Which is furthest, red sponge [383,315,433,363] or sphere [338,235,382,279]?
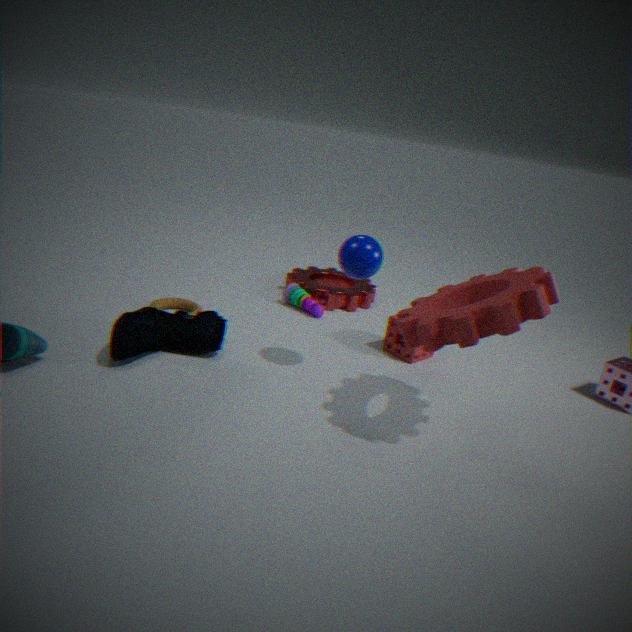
red sponge [383,315,433,363]
